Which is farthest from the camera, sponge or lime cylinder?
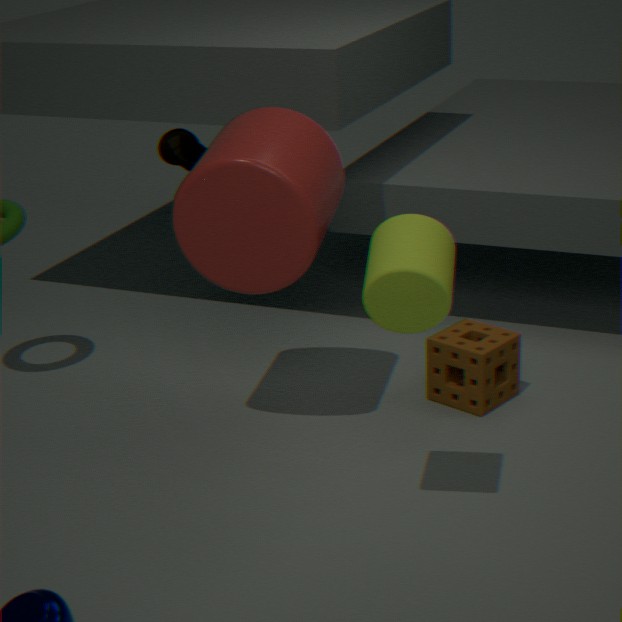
sponge
